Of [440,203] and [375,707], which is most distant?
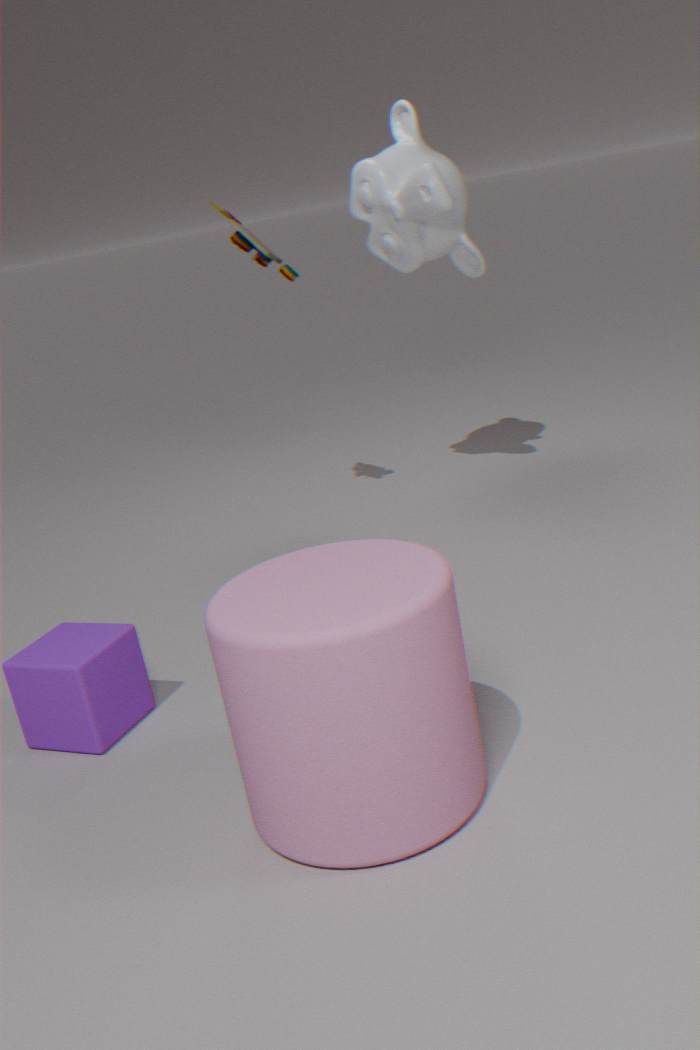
[440,203]
